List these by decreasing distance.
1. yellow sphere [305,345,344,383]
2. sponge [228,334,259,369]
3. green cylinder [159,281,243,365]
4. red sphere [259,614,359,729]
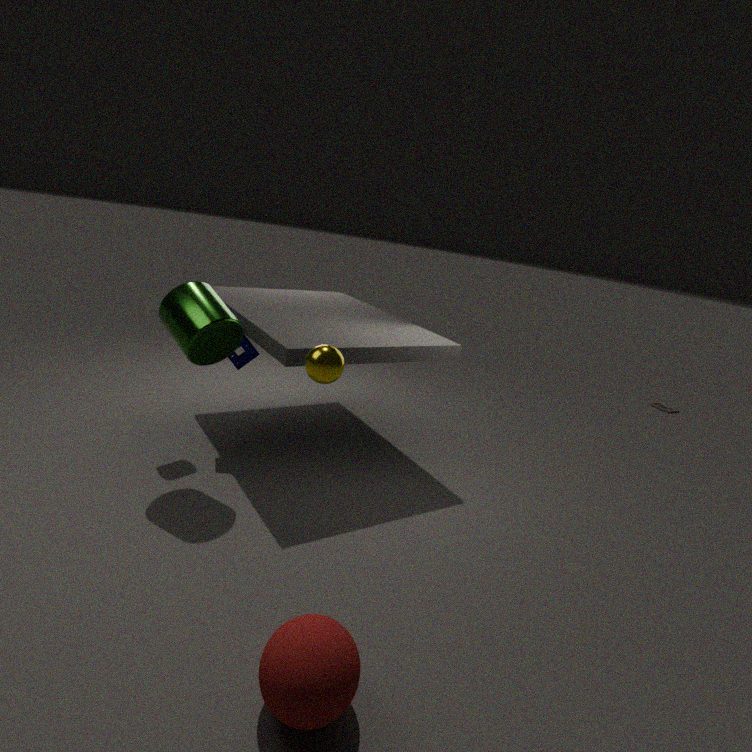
sponge [228,334,259,369]
green cylinder [159,281,243,365]
yellow sphere [305,345,344,383]
red sphere [259,614,359,729]
